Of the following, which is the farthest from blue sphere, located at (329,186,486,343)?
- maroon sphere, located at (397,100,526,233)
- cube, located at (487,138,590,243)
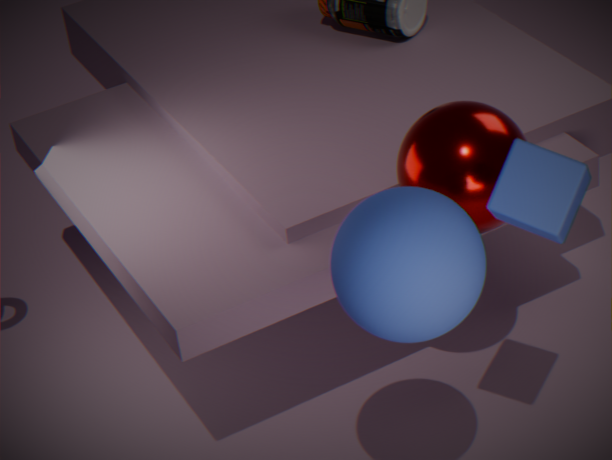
maroon sphere, located at (397,100,526,233)
